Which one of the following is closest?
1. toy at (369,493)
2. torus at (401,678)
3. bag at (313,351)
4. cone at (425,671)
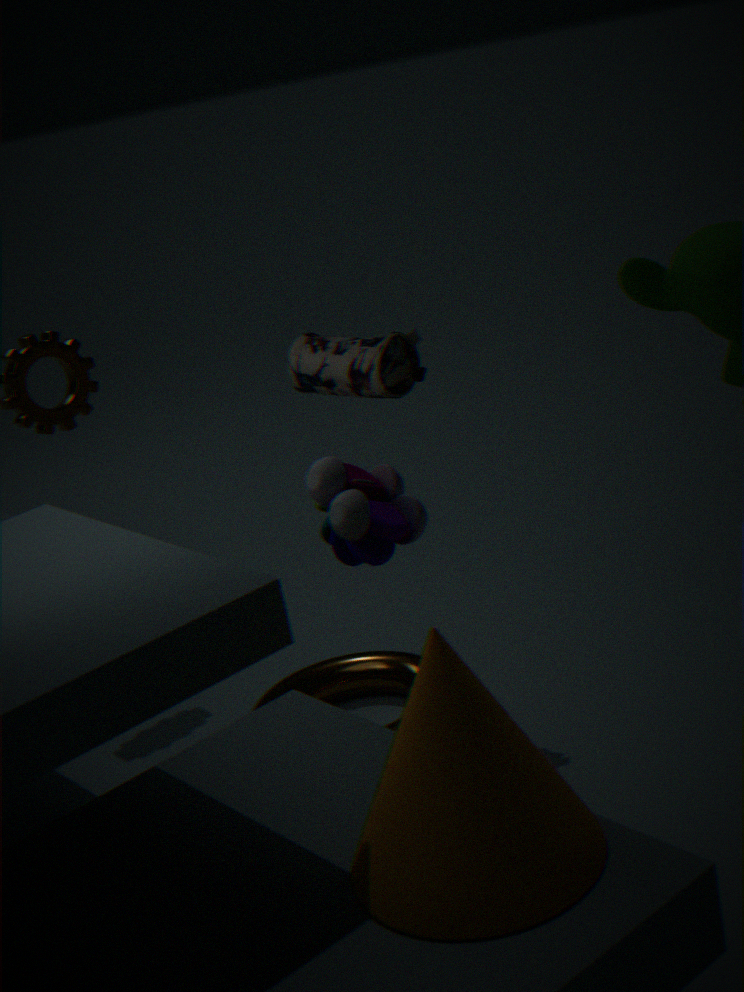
cone at (425,671)
